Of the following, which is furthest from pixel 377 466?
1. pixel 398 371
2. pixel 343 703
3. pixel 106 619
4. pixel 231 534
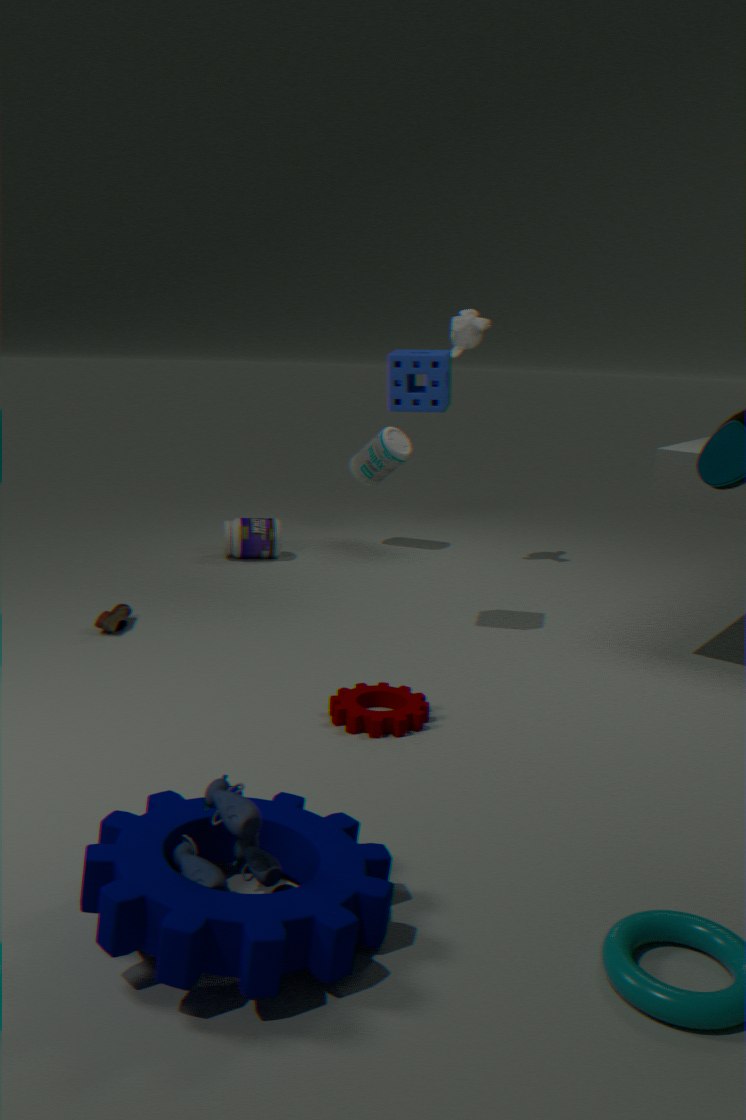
pixel 343 703
